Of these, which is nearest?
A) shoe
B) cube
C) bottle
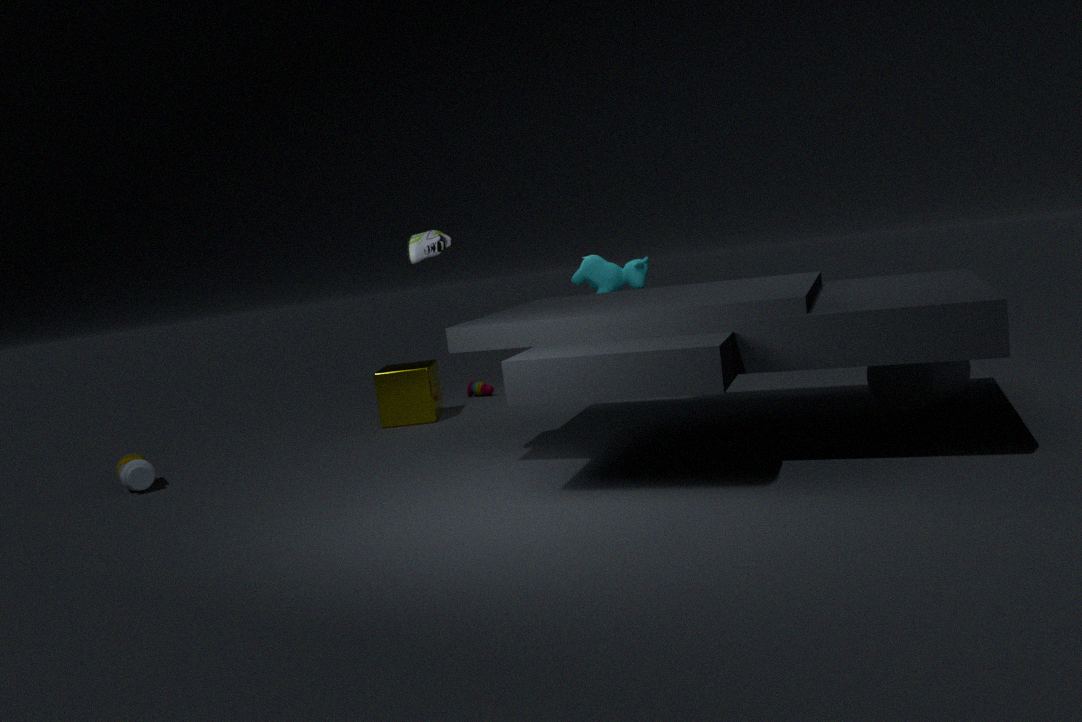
shoe
